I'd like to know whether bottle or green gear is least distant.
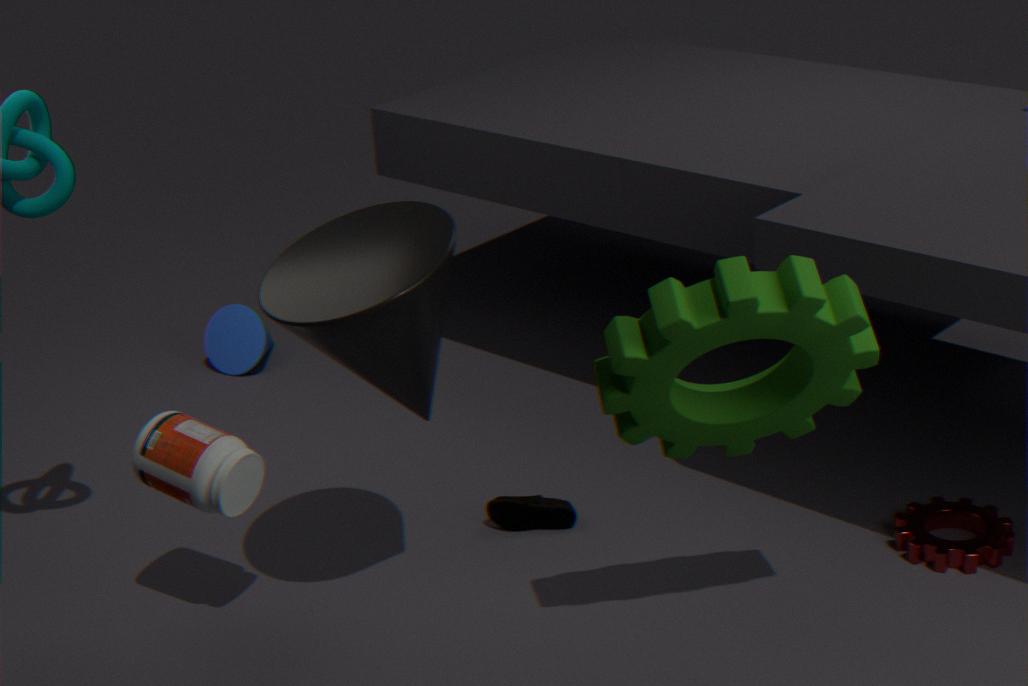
green gear
